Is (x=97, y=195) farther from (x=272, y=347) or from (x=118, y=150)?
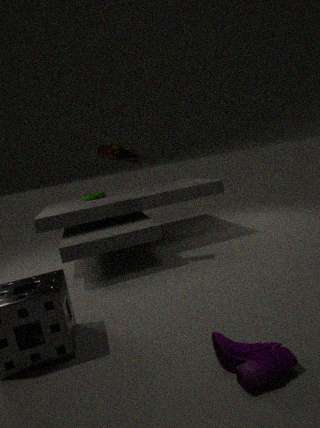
(x=272, y=347)
